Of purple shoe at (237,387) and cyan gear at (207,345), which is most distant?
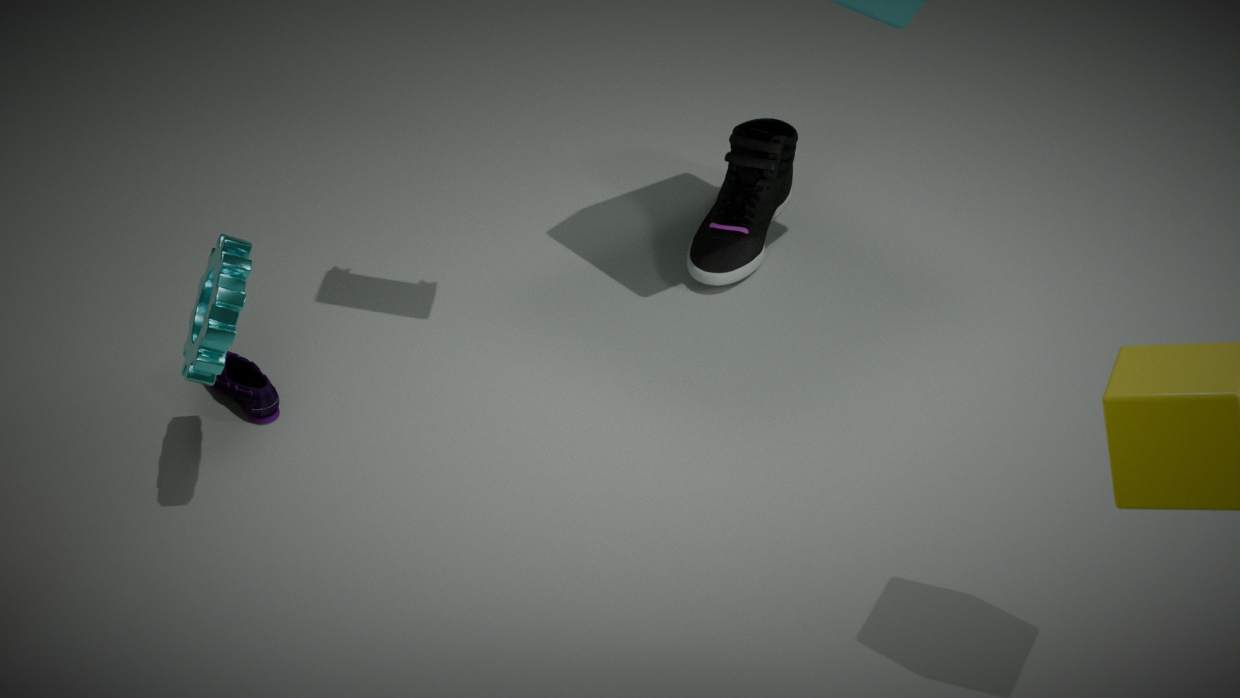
purple shoe at (237,387)
